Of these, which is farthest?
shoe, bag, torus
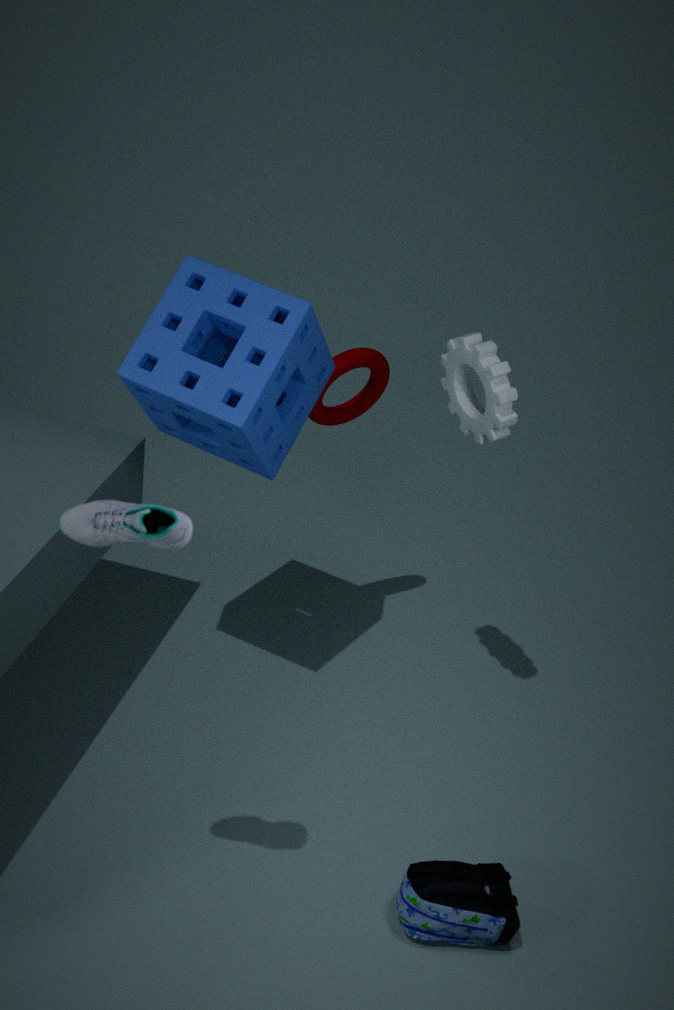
torus
